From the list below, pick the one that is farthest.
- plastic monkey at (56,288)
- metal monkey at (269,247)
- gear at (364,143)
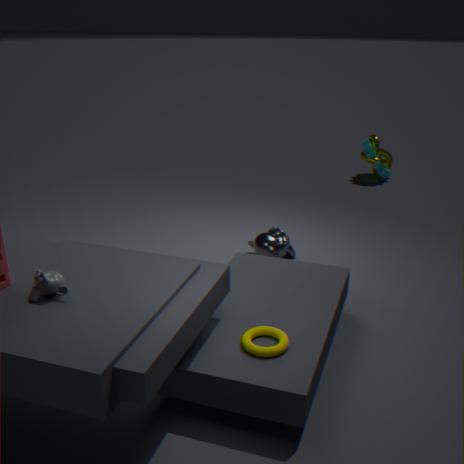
gear at (364,143)
